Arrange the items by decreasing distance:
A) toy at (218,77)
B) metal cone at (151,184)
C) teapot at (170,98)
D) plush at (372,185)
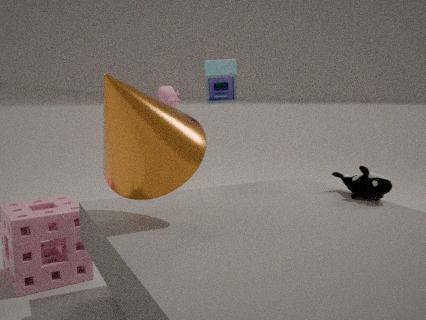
teapot at (170,98)
toy at (218,77)
plush at (372,185)
metal cone at (151,184)
